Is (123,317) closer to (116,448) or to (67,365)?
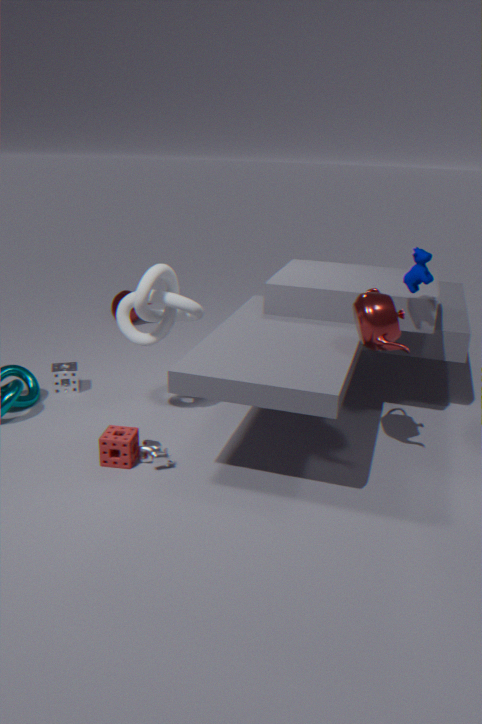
(116,448)
